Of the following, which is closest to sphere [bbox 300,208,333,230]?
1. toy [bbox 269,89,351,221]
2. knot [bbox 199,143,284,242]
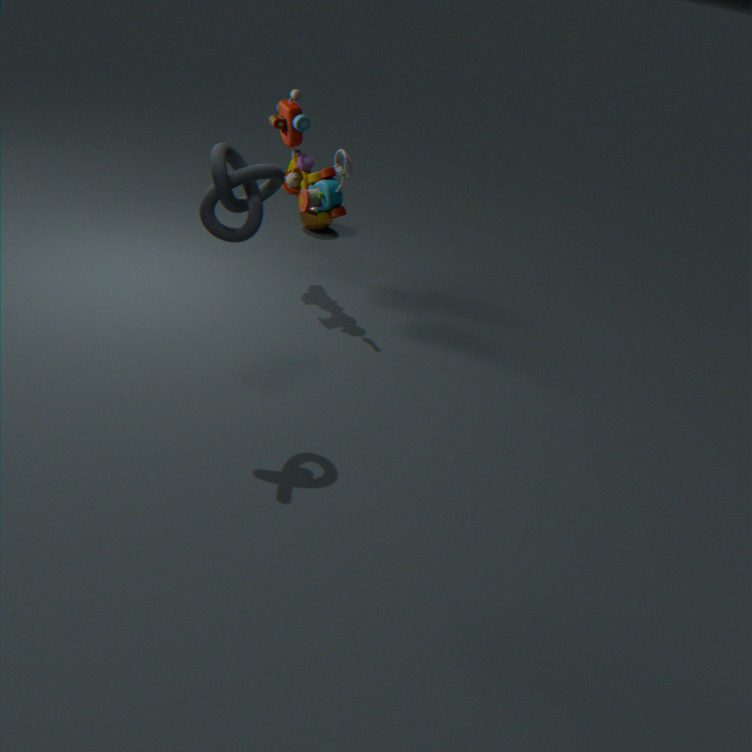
toy [bbox 269,89,351,221]
